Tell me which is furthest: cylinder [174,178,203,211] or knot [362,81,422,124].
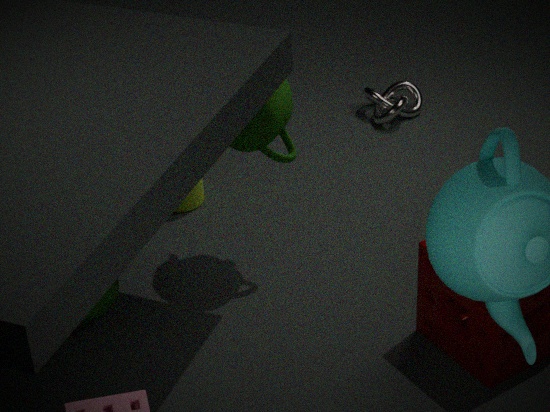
knot [362,81,422,124]
